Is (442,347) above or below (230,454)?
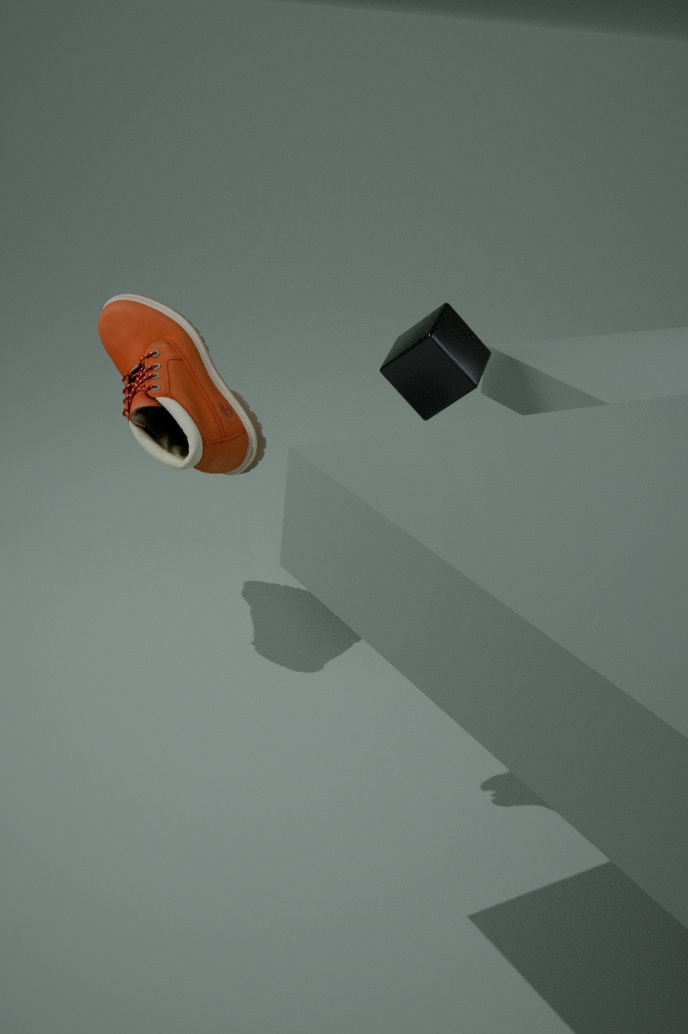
below
